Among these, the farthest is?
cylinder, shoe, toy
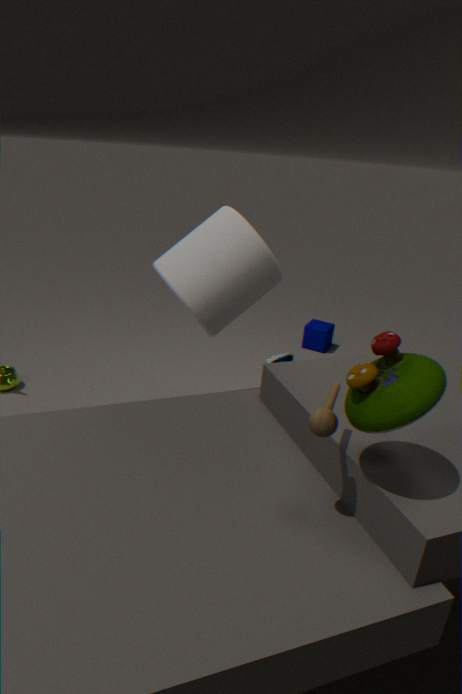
shoe
